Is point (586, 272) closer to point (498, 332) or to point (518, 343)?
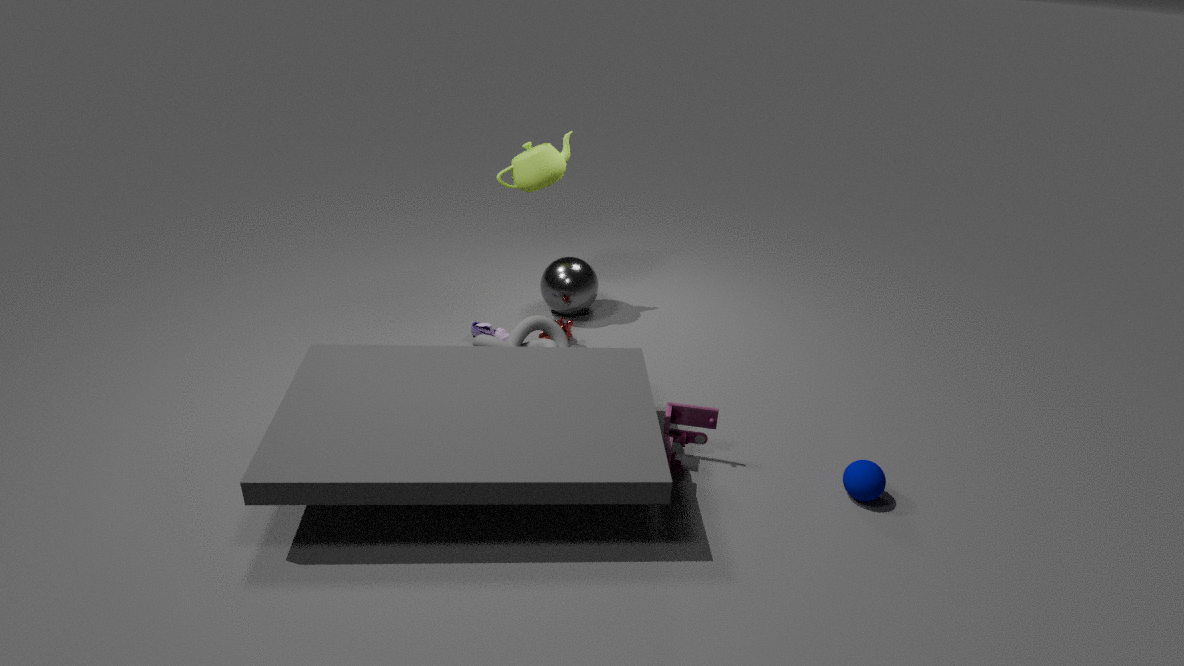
point (498, 332)
